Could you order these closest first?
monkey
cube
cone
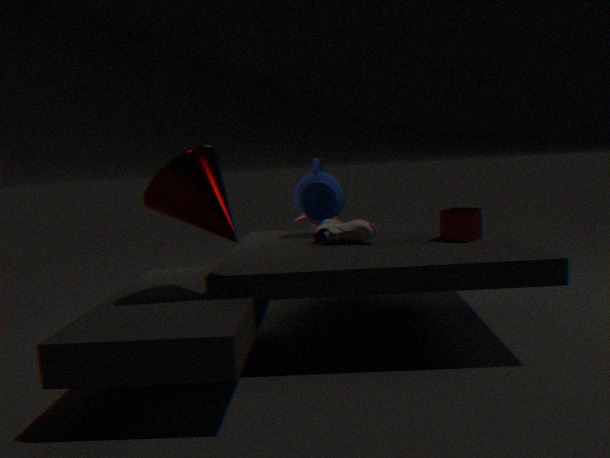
cone, cube, monkey
